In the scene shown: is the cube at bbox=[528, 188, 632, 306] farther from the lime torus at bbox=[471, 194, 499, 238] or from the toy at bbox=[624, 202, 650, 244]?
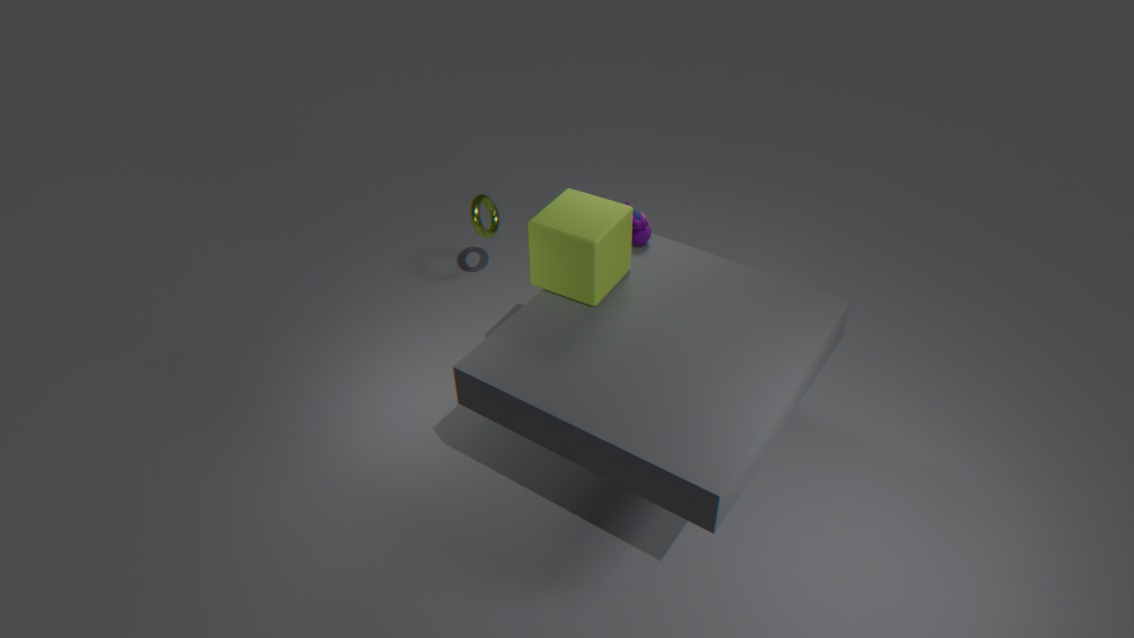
the lime torus at bbox=[471, 194, 499, 238]
